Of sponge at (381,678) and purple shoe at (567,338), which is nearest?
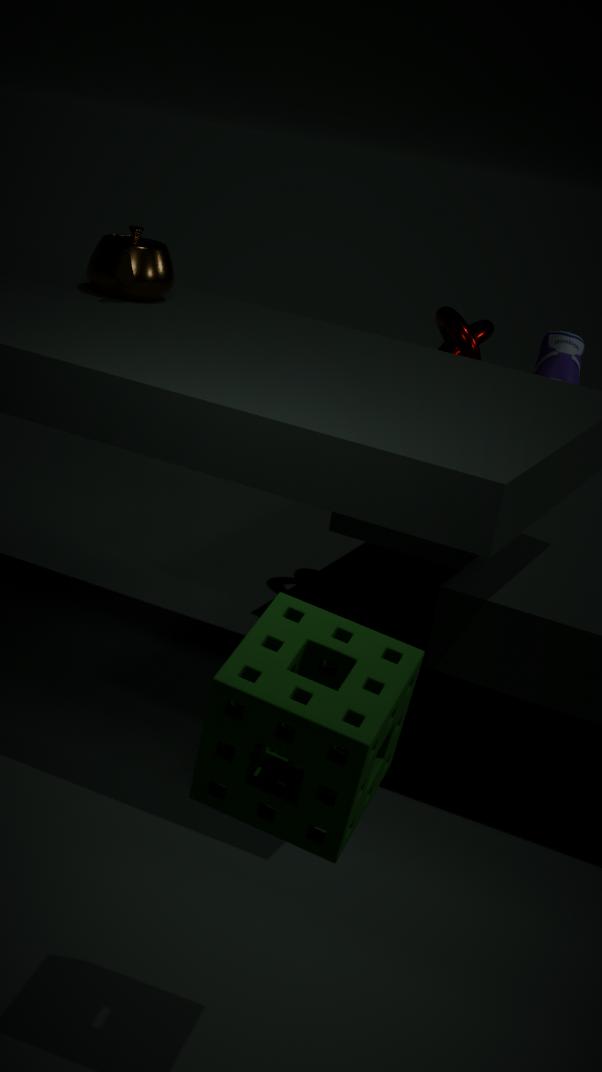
sponge at (381,678)
